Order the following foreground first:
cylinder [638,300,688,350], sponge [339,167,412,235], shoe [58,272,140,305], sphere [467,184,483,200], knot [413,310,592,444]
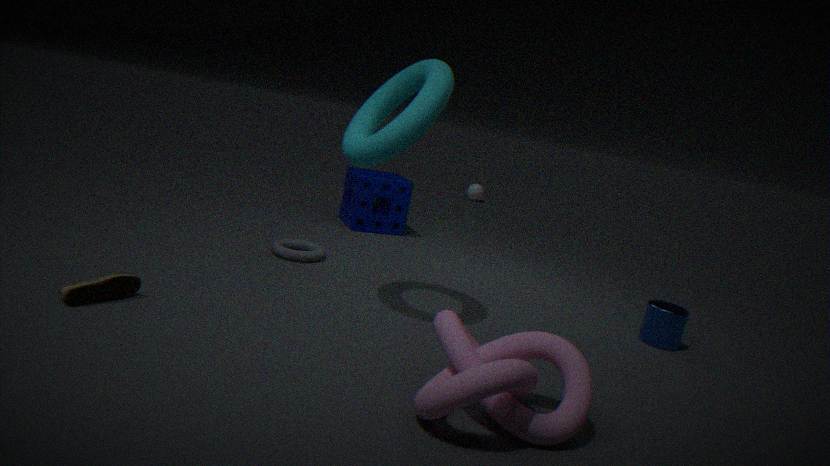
knot [413,310,592,444] → shoe [58,272,140,305] → cylinder [638,300,688,350] → sponge [339,167,412,235] → sphere [467,184,483,200]
